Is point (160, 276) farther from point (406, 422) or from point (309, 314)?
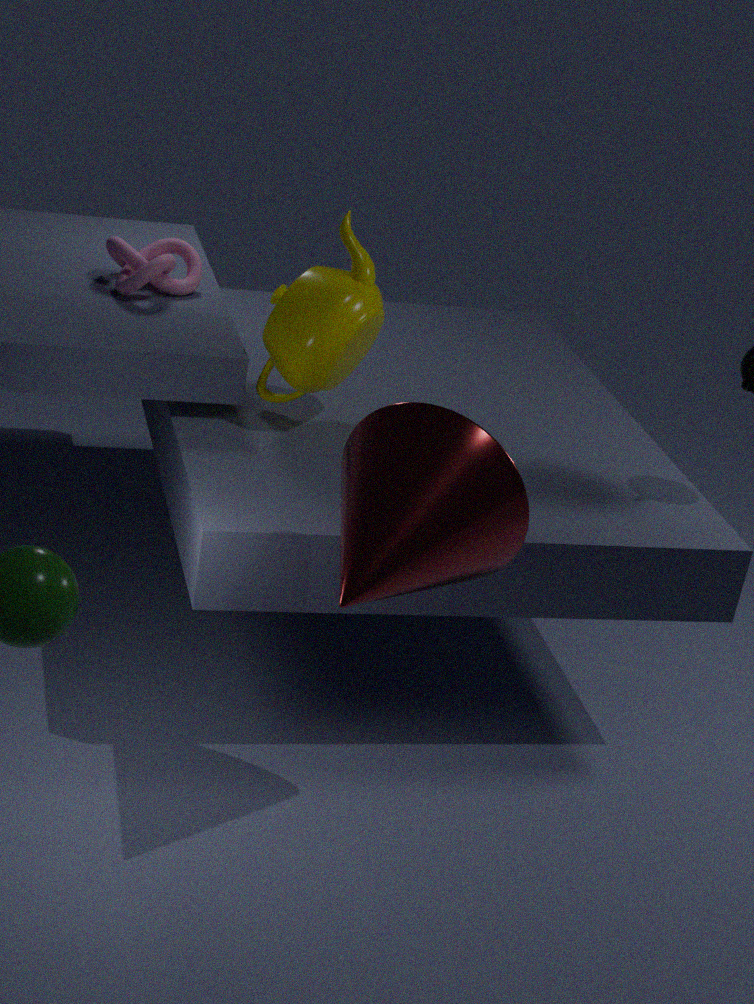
point (406, 422)
